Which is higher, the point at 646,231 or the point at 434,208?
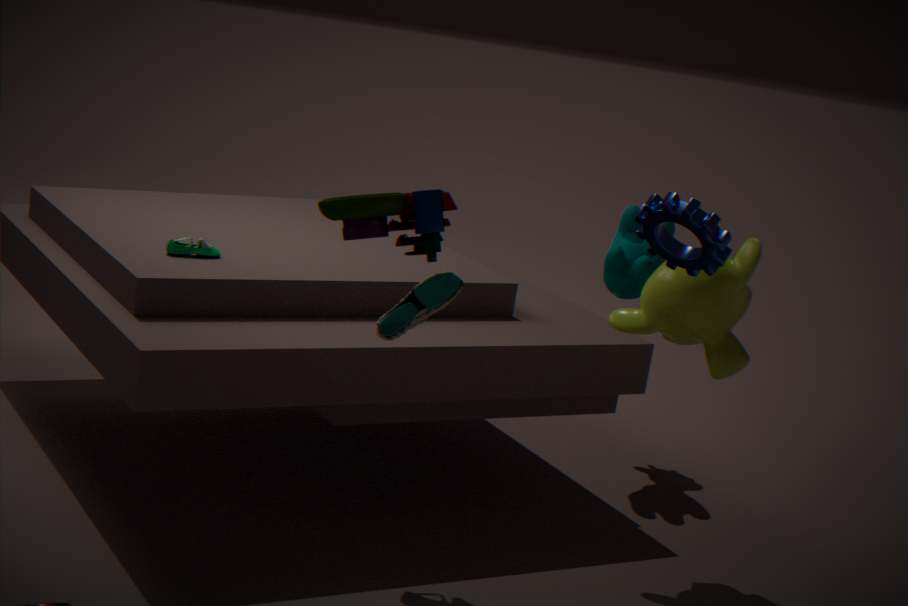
the point at 646,231
